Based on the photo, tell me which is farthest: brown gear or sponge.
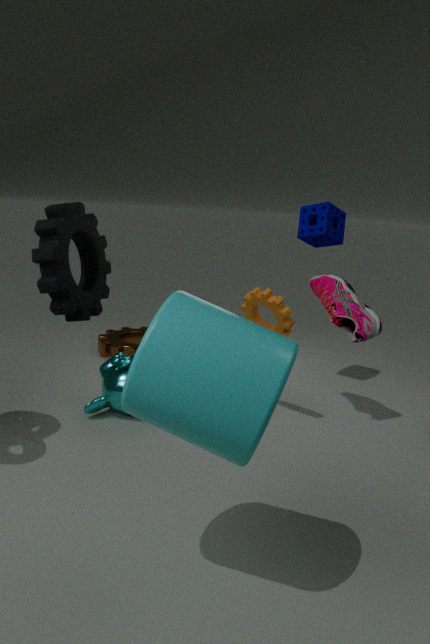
brown gear
